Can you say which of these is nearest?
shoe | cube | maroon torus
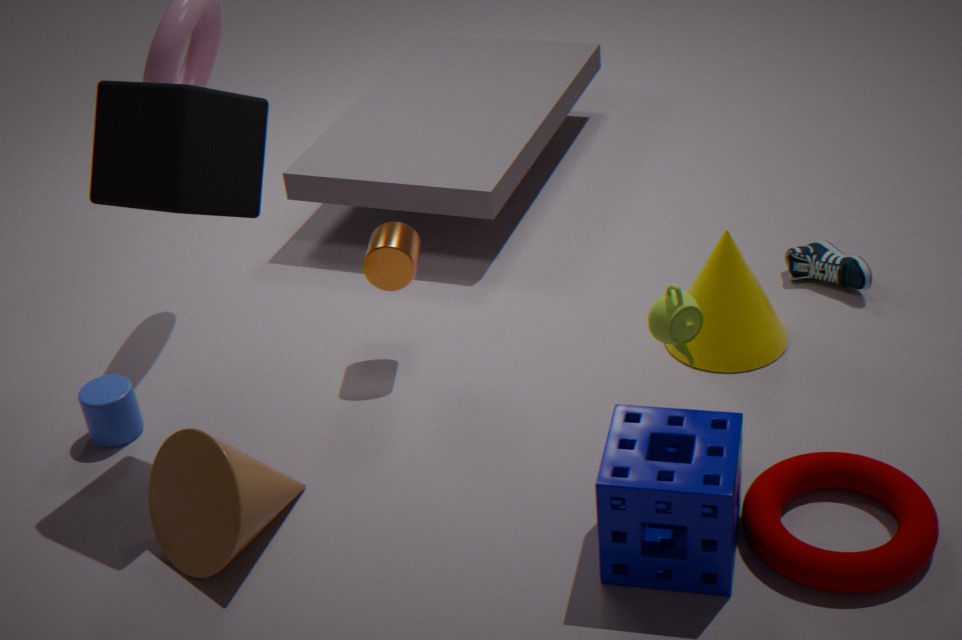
maroon torus
